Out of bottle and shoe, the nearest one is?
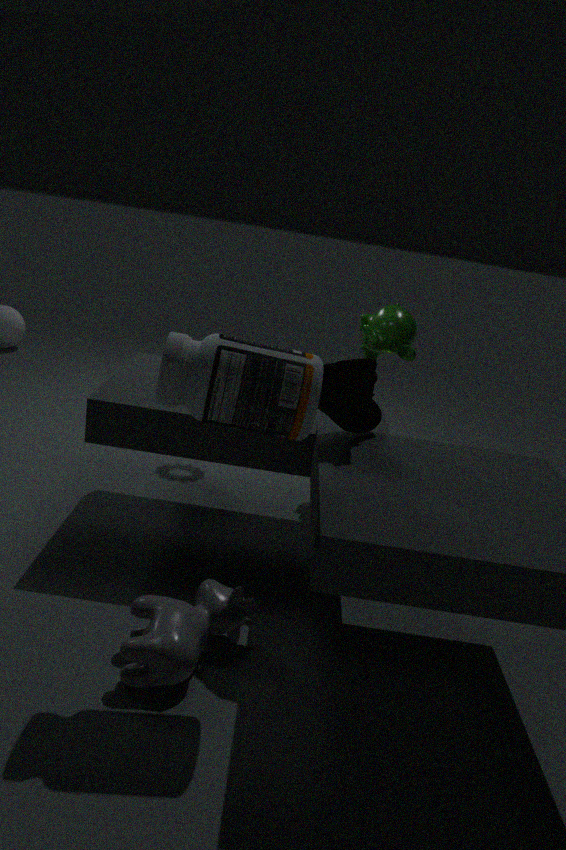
bottle
